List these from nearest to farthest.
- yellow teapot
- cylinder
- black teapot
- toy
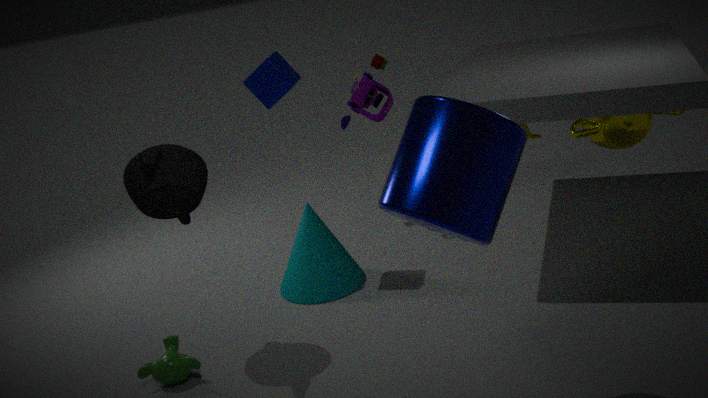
cylinder
black teapot
yellow teapot
toy
